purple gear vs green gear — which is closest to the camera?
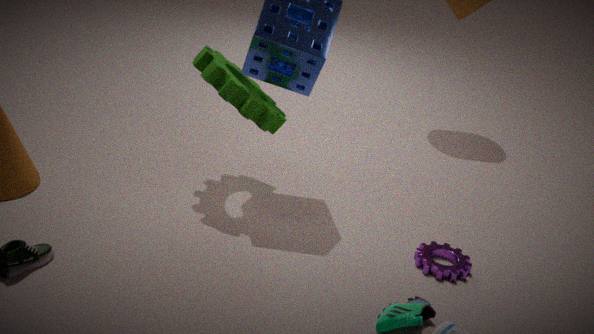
purple gear
